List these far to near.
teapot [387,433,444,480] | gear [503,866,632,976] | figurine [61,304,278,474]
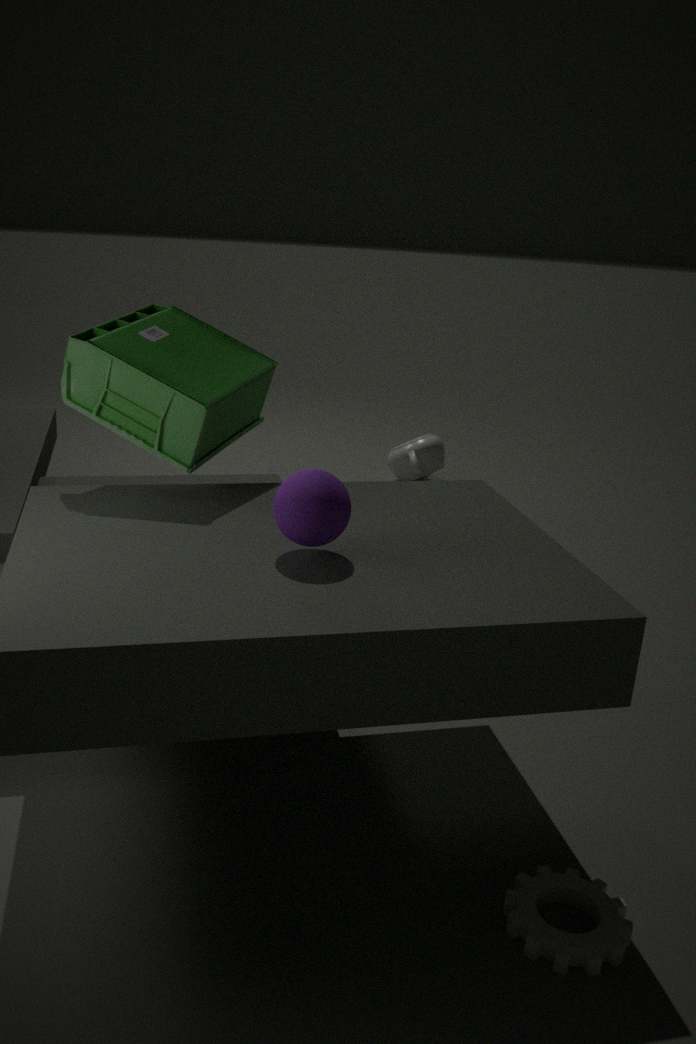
teapot [387,433,444,480] → figurine [61,304,278,474] → gear [503,866,632,976]
